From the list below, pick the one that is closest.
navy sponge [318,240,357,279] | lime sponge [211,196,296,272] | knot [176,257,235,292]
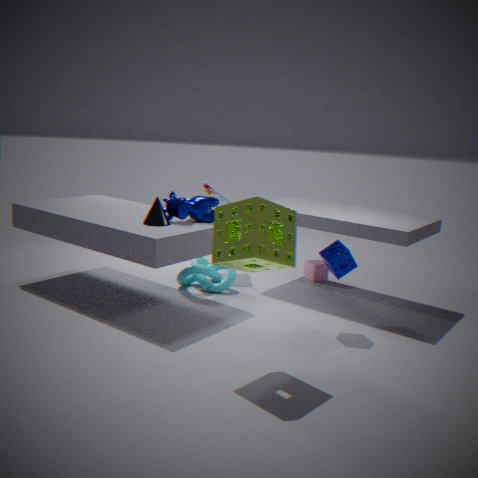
lime sponge [211,196,296,272]
